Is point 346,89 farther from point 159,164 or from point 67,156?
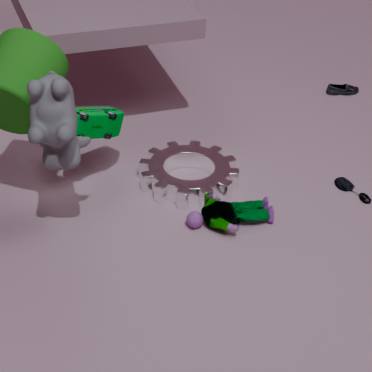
point 67,156
